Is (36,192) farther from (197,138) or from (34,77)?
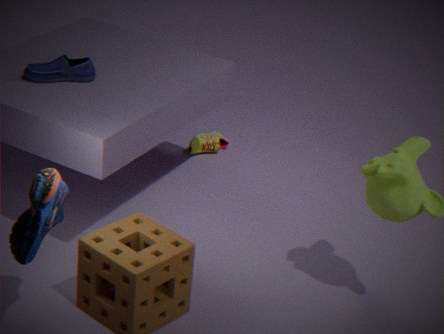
(197,138)
